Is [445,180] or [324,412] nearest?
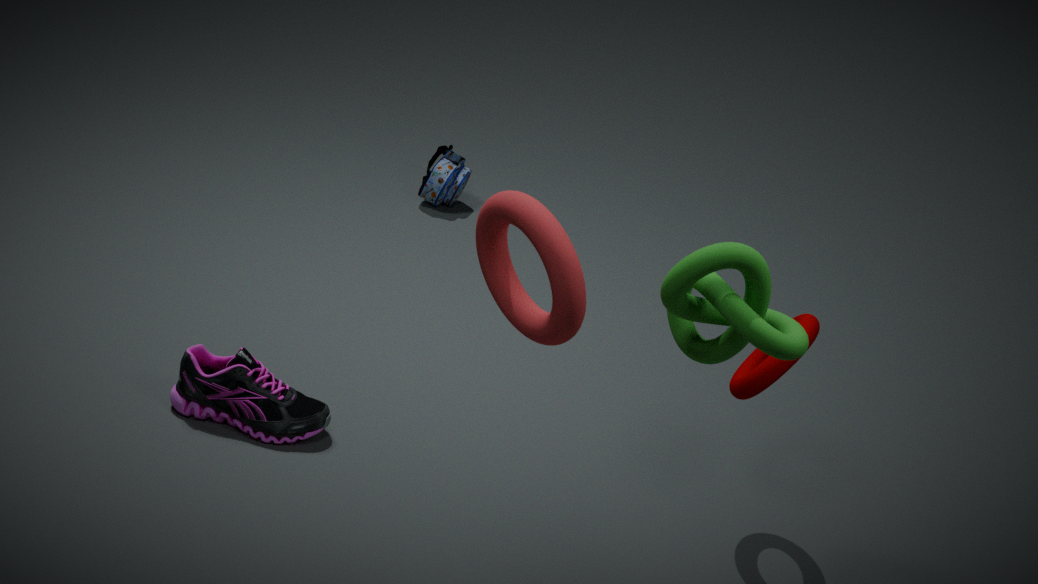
[324,412]
